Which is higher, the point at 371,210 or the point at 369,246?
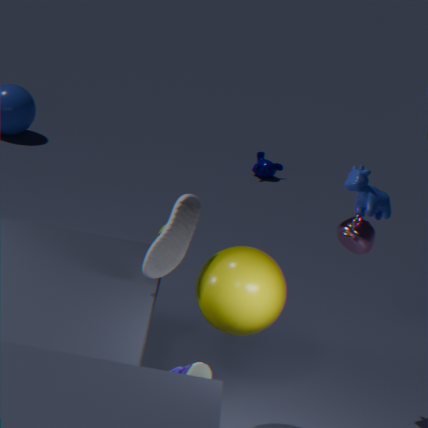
the point at 371,210
